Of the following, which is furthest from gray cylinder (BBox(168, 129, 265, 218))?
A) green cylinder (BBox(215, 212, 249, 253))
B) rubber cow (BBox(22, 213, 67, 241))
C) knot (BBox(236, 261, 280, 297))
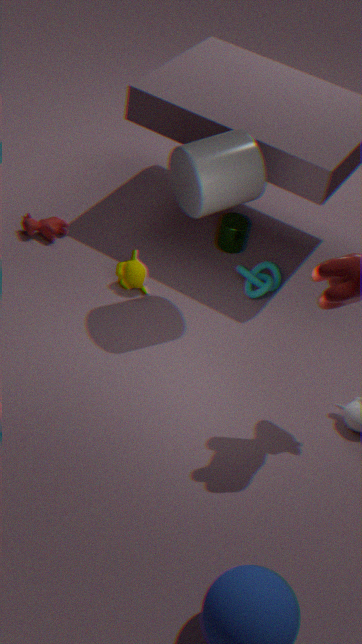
rubber cow (BBox(22, 213, 67, 241))
